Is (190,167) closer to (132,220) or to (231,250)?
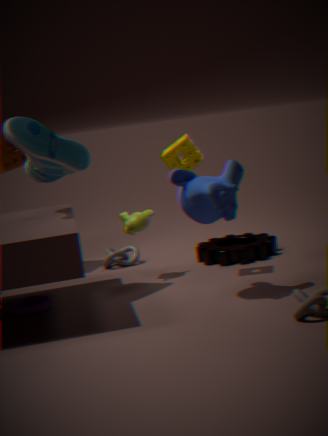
(132,220)
